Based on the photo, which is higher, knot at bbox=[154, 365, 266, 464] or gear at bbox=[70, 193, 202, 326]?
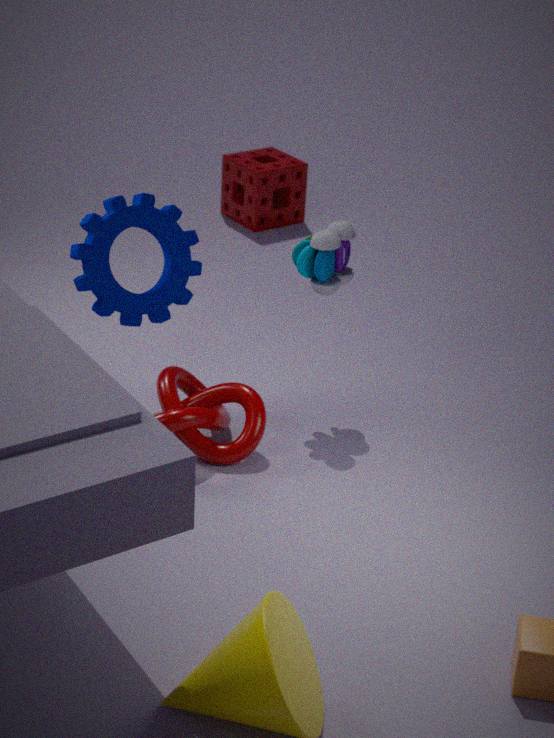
gear at bbox=[70, 193, 202, 326]
